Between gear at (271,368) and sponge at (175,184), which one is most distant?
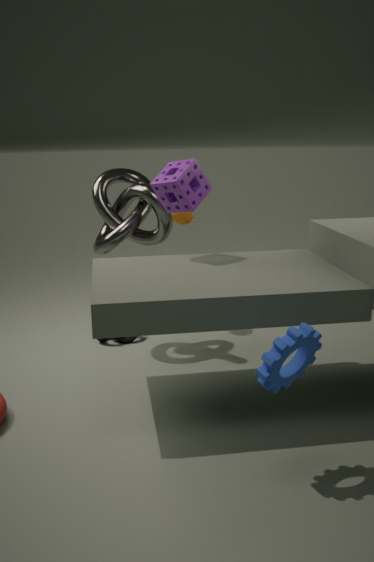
sponge at (175,184)
